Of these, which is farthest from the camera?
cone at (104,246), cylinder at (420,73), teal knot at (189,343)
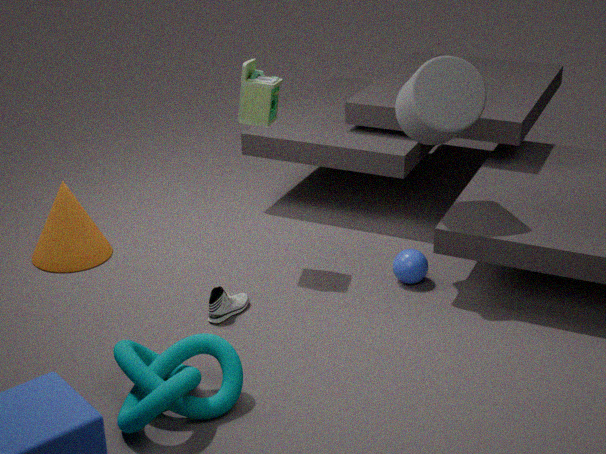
cone at (104,246)
